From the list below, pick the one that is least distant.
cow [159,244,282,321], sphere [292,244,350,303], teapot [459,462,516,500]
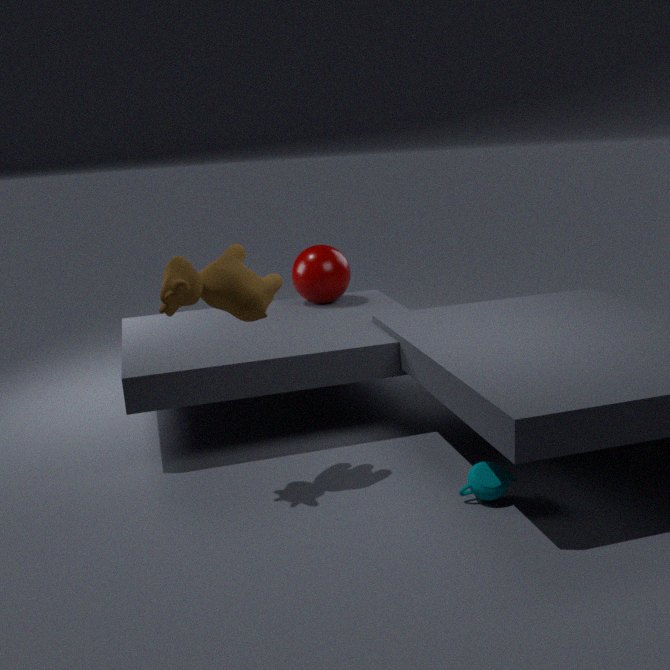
cow [159,244,282,321]
